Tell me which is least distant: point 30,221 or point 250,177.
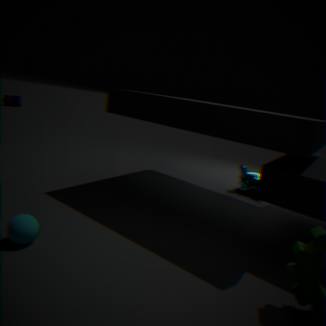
point 30,221
